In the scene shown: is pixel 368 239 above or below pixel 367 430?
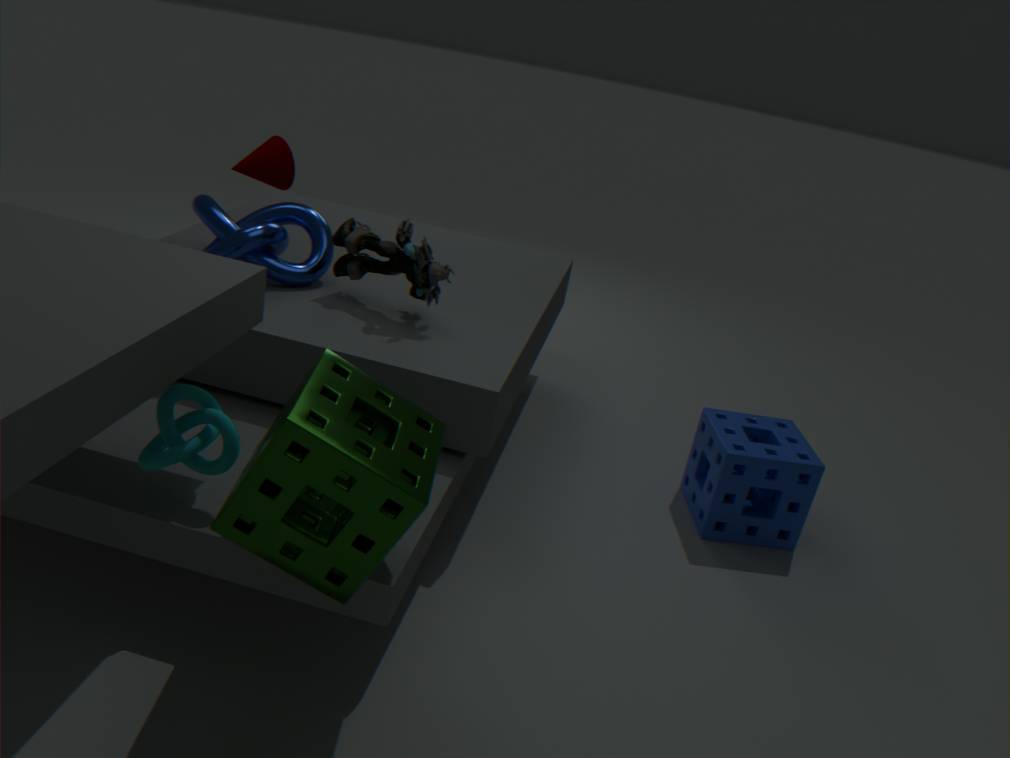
above
